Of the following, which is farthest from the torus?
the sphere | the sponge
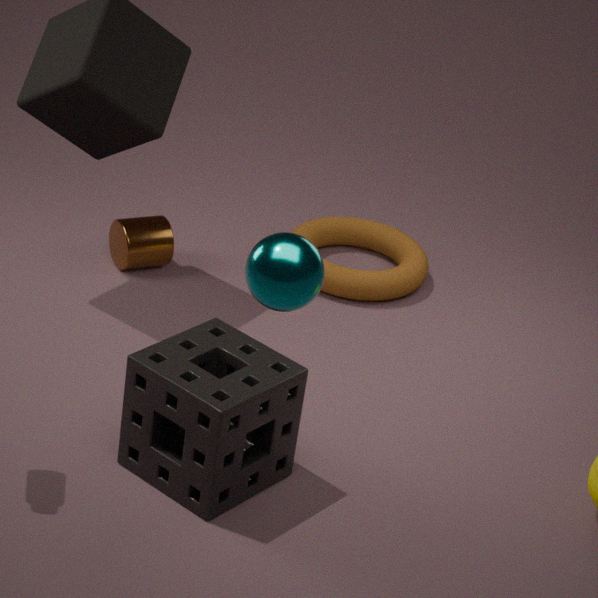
the sphere
